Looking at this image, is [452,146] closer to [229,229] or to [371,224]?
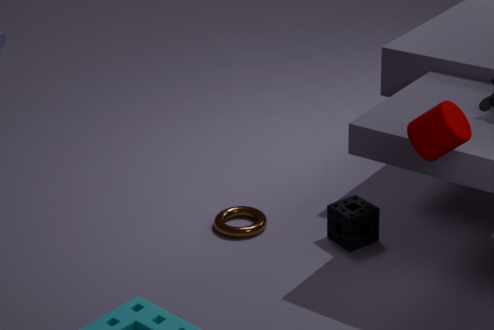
[371,224]
